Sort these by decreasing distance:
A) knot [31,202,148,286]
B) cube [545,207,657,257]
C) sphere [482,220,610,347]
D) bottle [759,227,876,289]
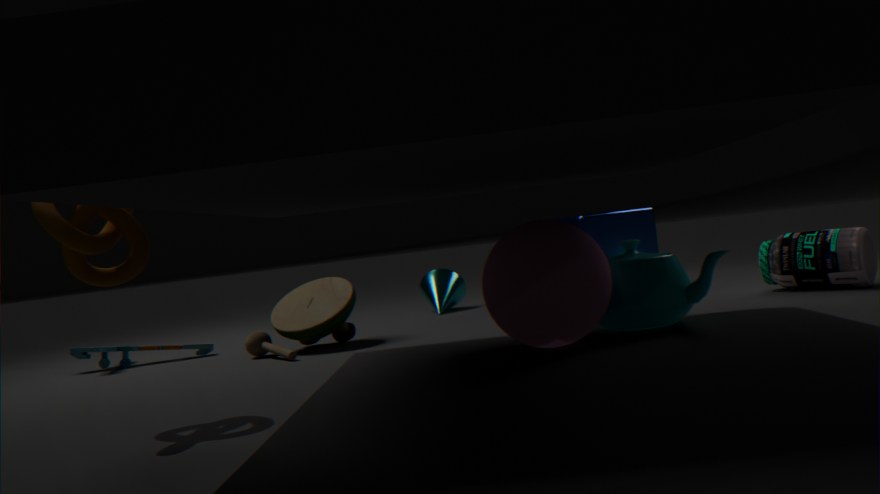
cube [545,207,657,257], bottle [759,227,876,289], sphere [482,220,610,347], knot [31,202,148,286]
